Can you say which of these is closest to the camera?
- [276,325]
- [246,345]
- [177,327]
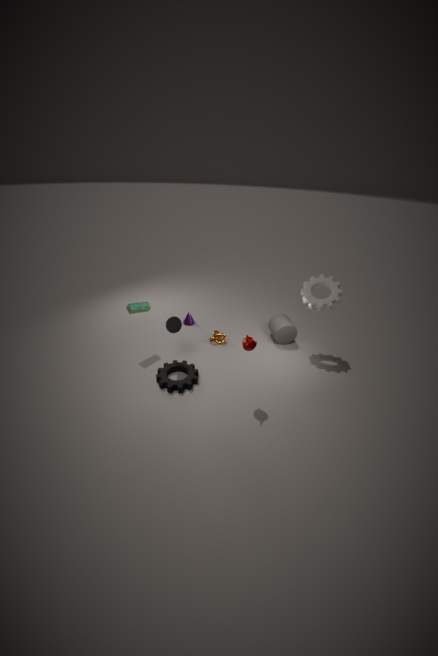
[246,345]
